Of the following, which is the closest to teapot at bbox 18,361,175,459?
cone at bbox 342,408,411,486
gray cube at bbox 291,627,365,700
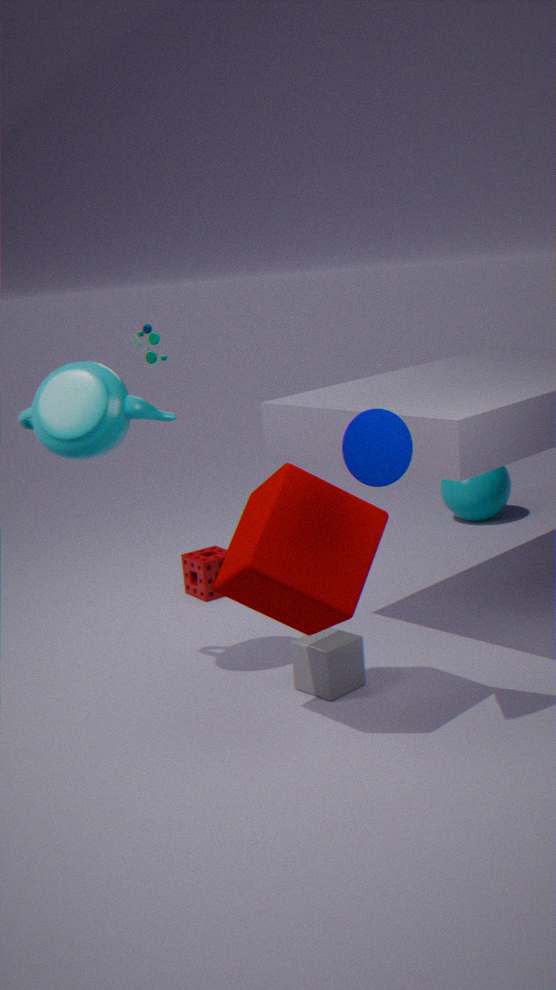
cone at bbox 342,408,411,486
